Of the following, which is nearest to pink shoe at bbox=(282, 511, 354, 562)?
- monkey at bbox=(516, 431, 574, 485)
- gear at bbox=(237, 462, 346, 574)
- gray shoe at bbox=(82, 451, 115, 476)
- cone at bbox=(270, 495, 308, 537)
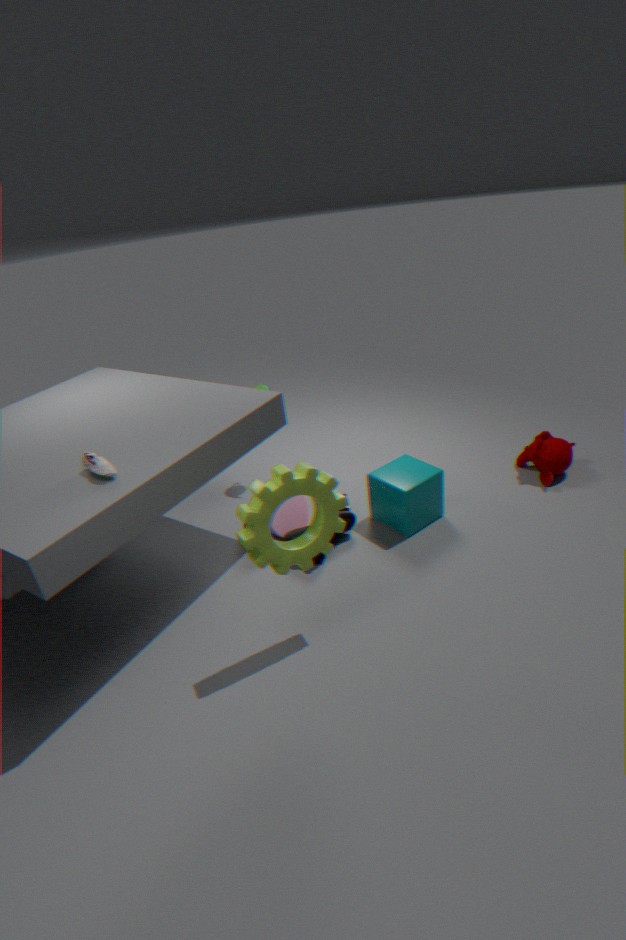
cone at bbox=(270, 495, 308, 537)
